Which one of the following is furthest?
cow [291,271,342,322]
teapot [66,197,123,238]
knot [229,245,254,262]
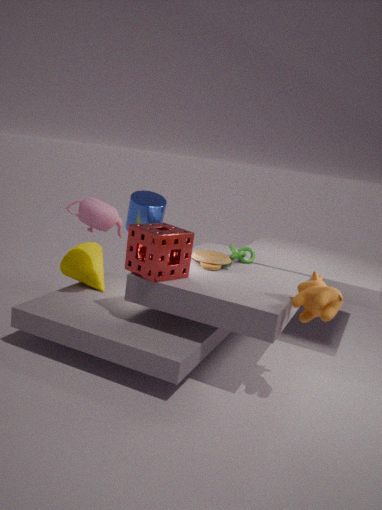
knot [229,245,254,262]
